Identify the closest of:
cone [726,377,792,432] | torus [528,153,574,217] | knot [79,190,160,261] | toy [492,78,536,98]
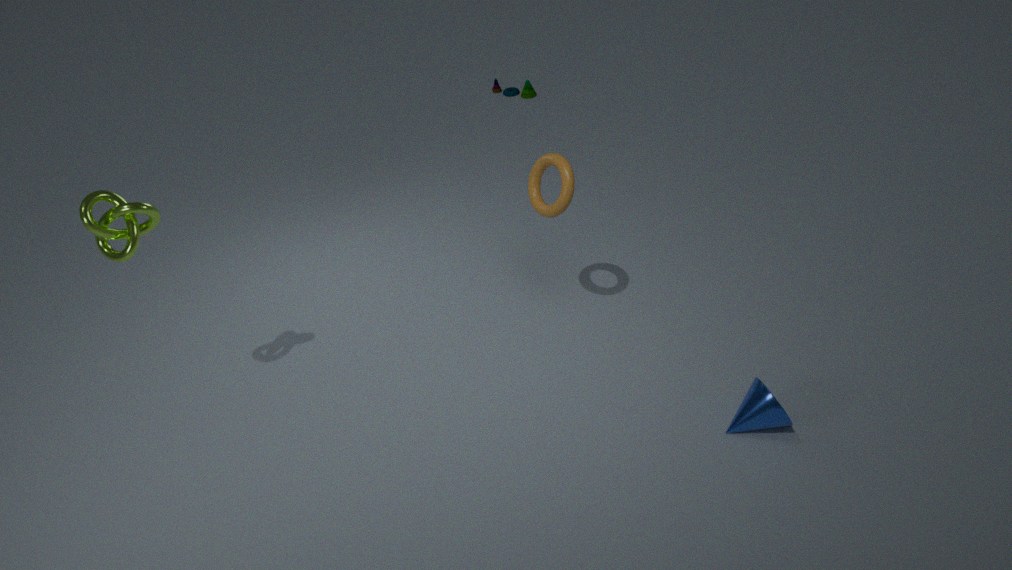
knot [79,190,160,261]
